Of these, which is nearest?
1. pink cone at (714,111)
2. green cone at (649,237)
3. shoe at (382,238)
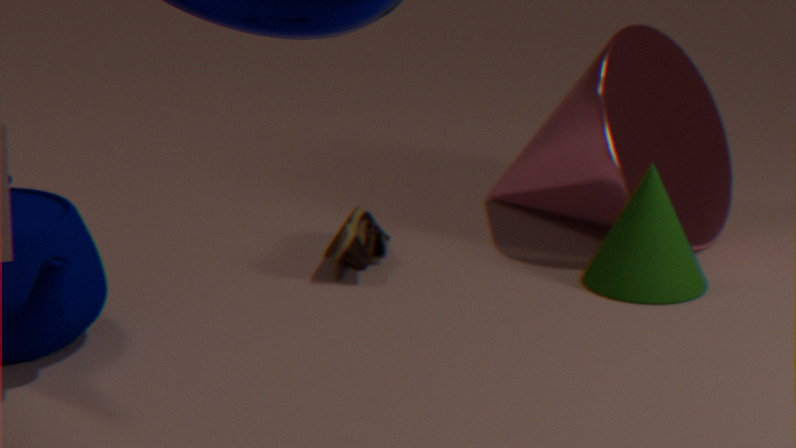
green cone at (649,237)
